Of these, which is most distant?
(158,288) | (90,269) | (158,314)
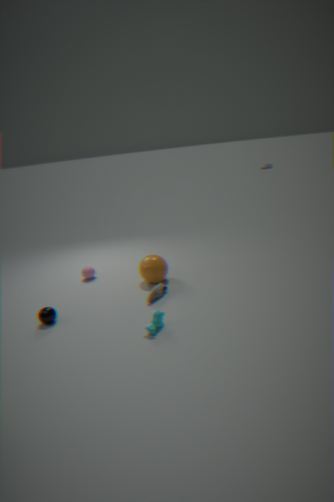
(90,269)
